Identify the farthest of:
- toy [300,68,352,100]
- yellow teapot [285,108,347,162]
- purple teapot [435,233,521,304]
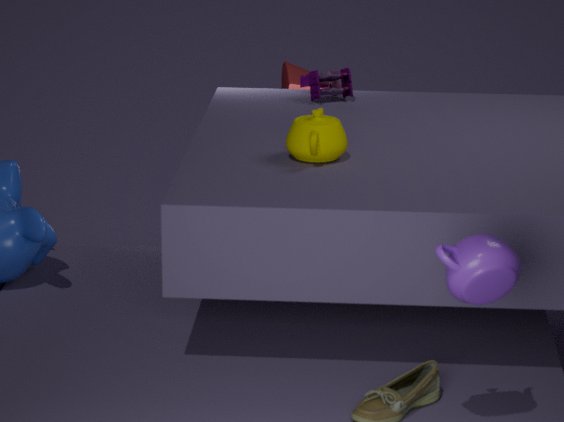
toy [300,68,352,100]
